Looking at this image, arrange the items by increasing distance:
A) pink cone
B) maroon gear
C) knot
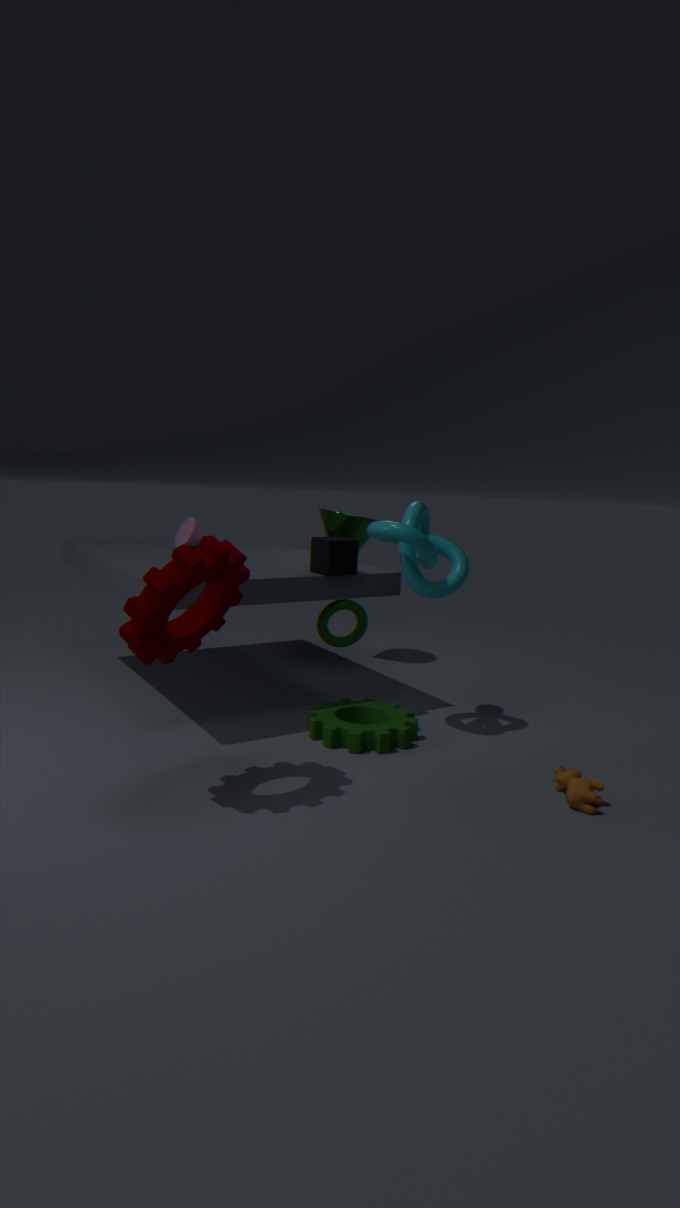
maroon gear → knot → pink cone
